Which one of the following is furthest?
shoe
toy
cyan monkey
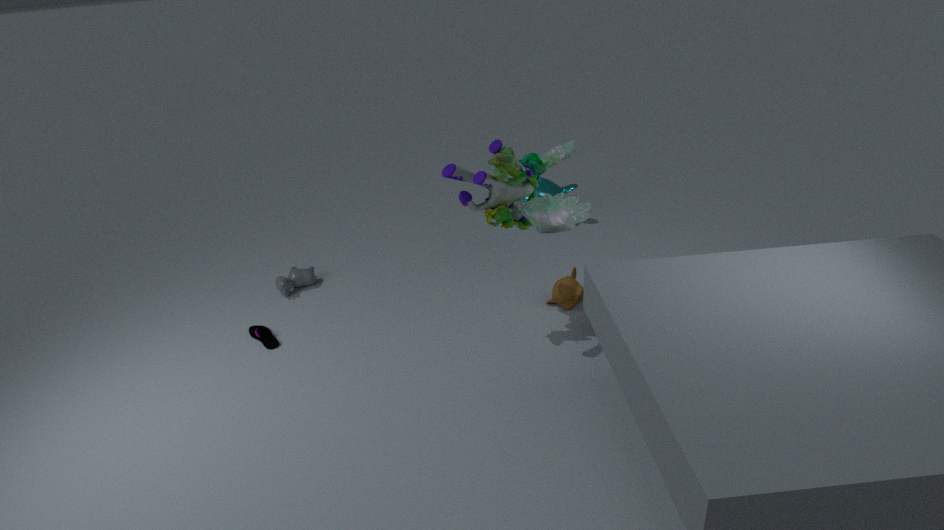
cyan monkey
